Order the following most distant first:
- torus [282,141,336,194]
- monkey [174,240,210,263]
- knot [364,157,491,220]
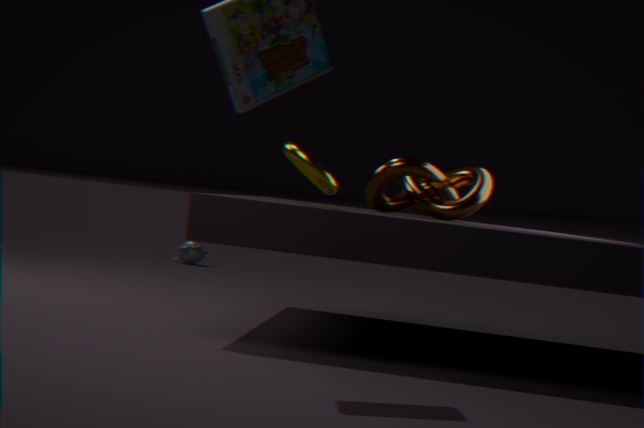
monkey [174,240,210,263]
knot [364,157,491,220]
torus [282,141,336,194]
